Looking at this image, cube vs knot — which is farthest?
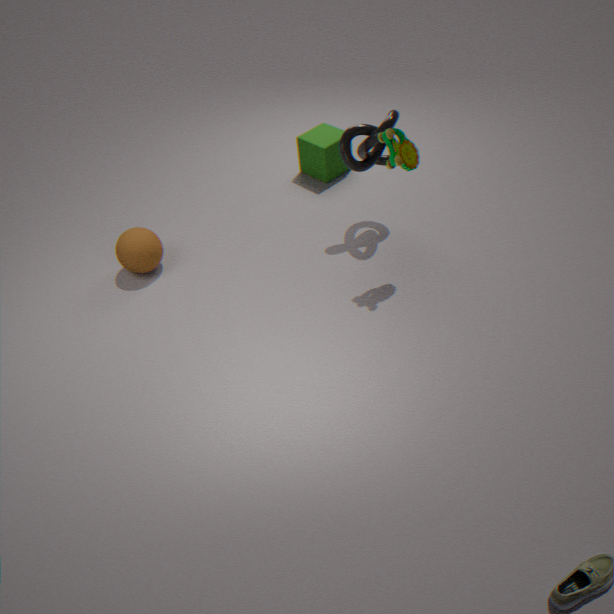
cube
